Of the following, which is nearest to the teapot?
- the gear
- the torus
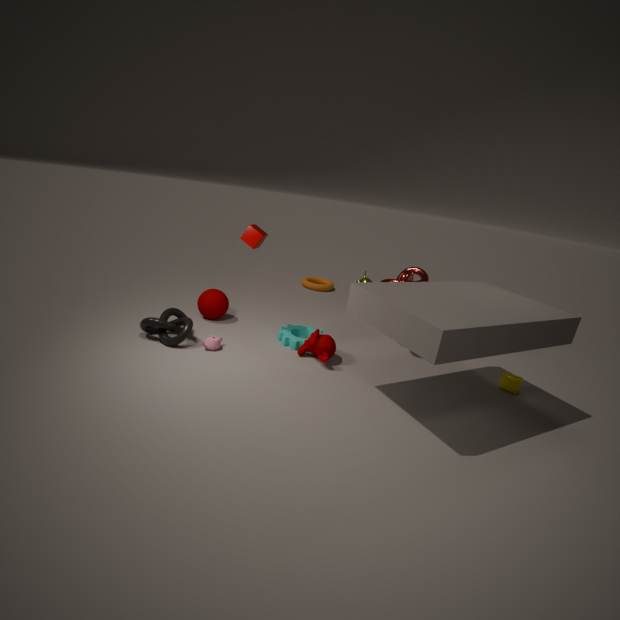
the gear
